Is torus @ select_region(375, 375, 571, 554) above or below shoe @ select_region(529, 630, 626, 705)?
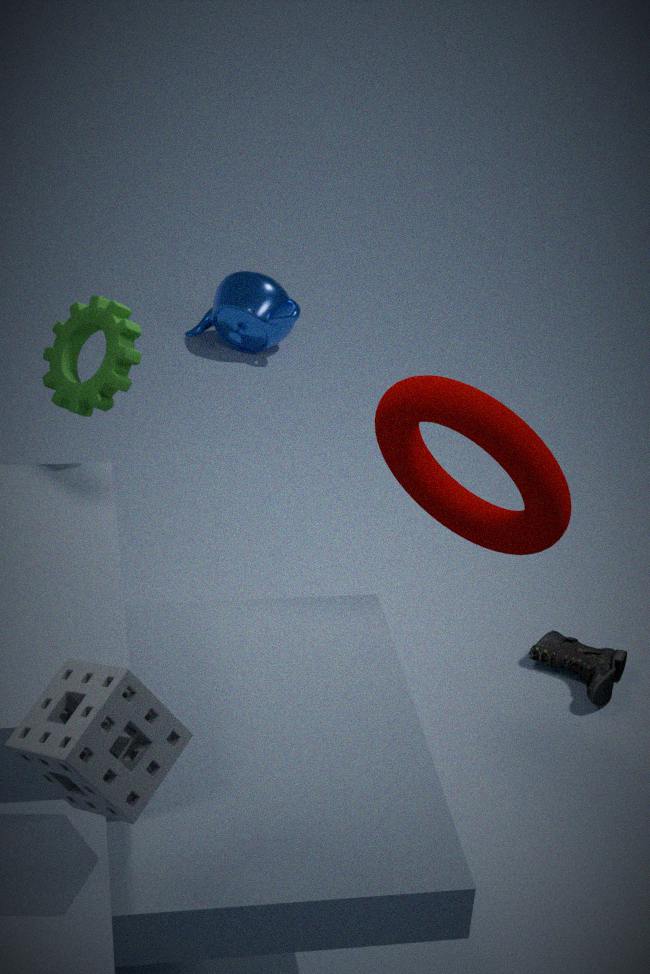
above
